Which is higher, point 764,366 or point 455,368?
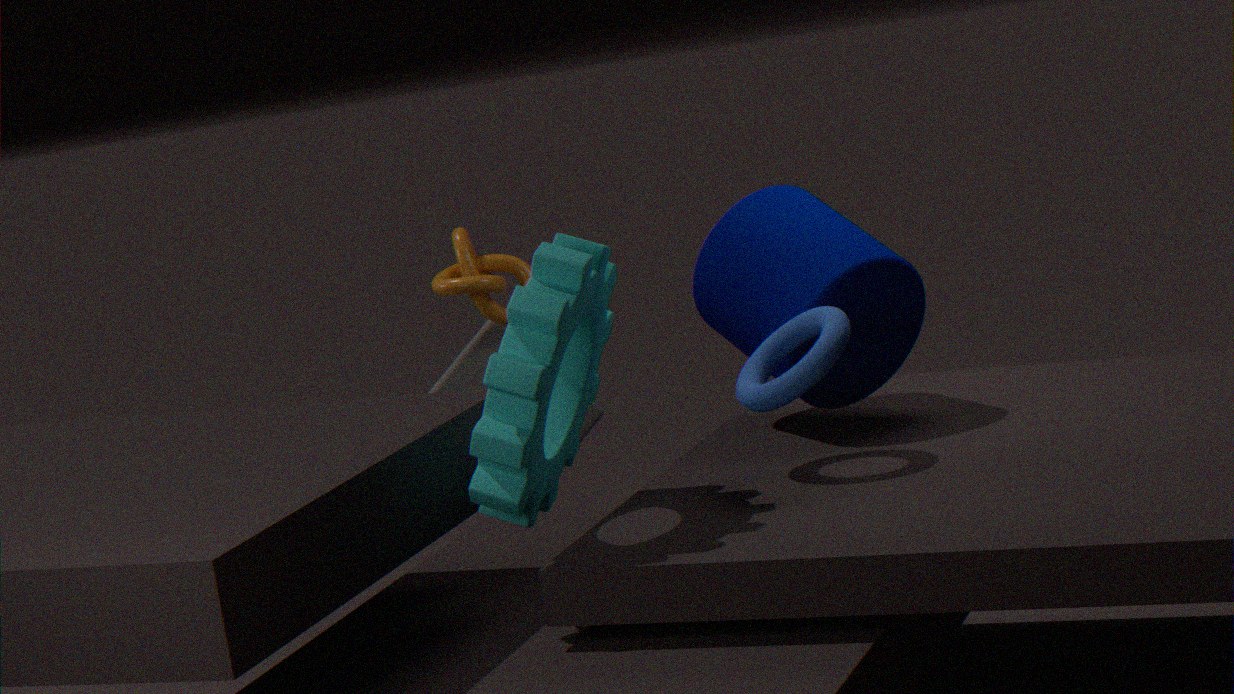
point 764,366
